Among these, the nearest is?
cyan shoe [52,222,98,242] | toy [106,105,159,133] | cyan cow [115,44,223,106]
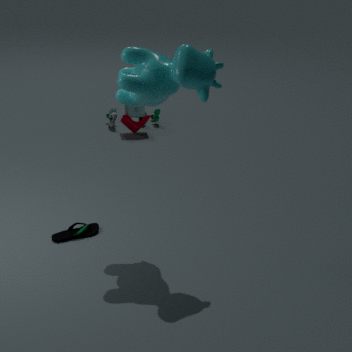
cyan cow [115,44,223,106]
